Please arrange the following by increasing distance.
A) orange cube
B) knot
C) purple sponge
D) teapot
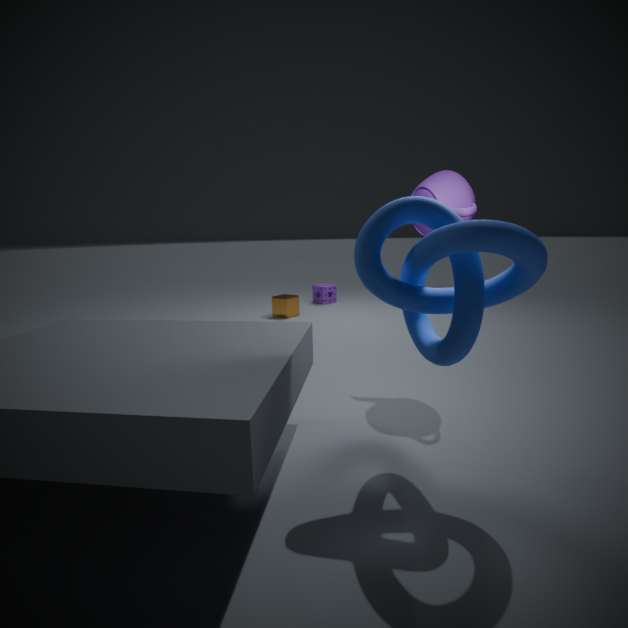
knot, teapot, orange cube, purple sponge
